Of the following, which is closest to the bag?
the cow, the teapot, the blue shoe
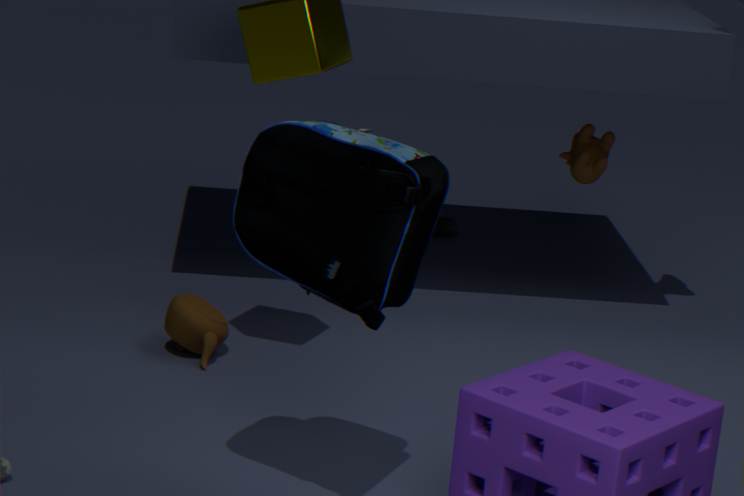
the teapot
